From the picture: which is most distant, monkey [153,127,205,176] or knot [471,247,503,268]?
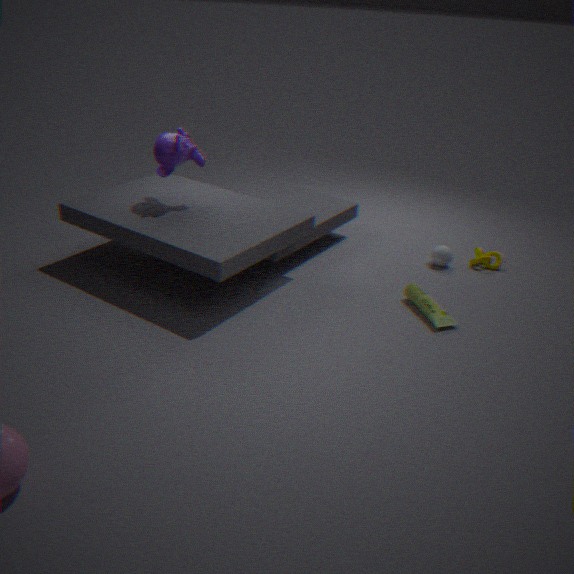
knot [471,247,503,268]
